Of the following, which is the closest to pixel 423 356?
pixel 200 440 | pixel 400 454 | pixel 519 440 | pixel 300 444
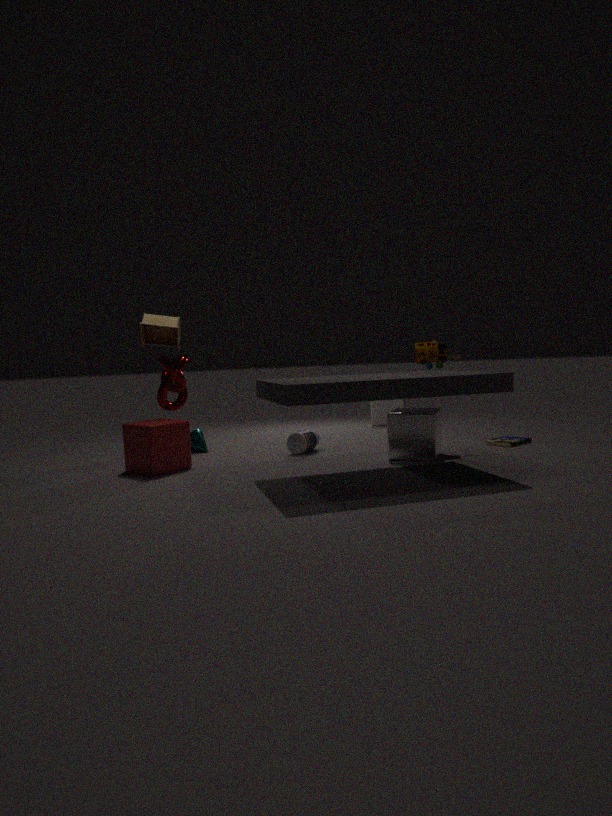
pixel 400 454
